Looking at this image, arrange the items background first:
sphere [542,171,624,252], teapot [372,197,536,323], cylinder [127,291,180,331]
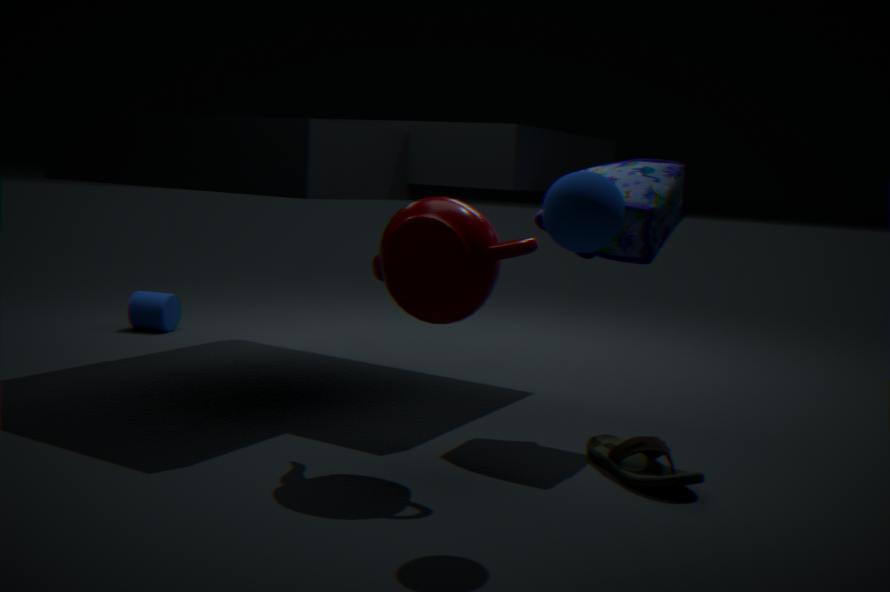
cylinder [127,291,180,331] → teapot [372,197,536,323] → sphere [542,171,624,252]
